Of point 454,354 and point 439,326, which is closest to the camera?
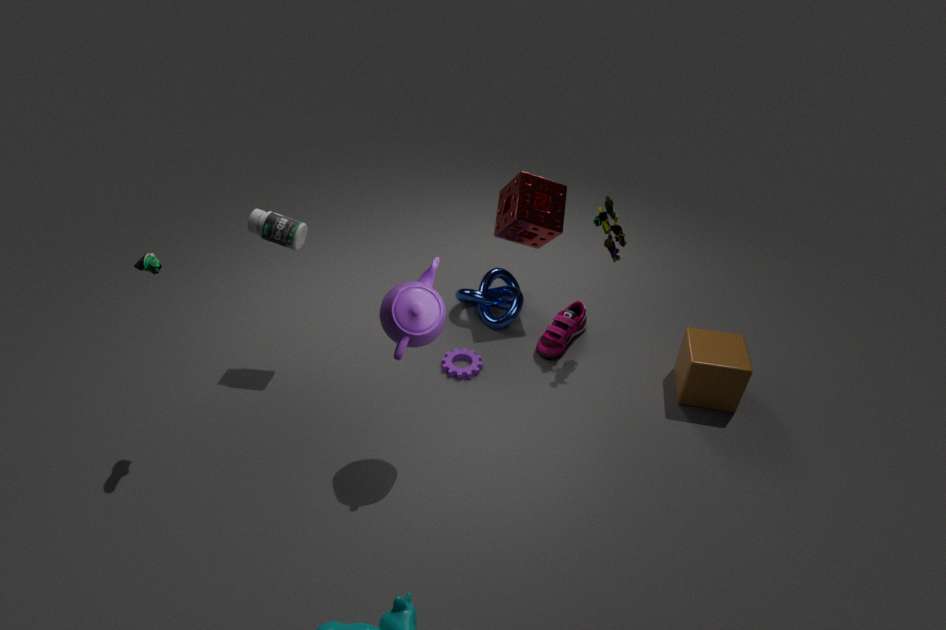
point 439,326
